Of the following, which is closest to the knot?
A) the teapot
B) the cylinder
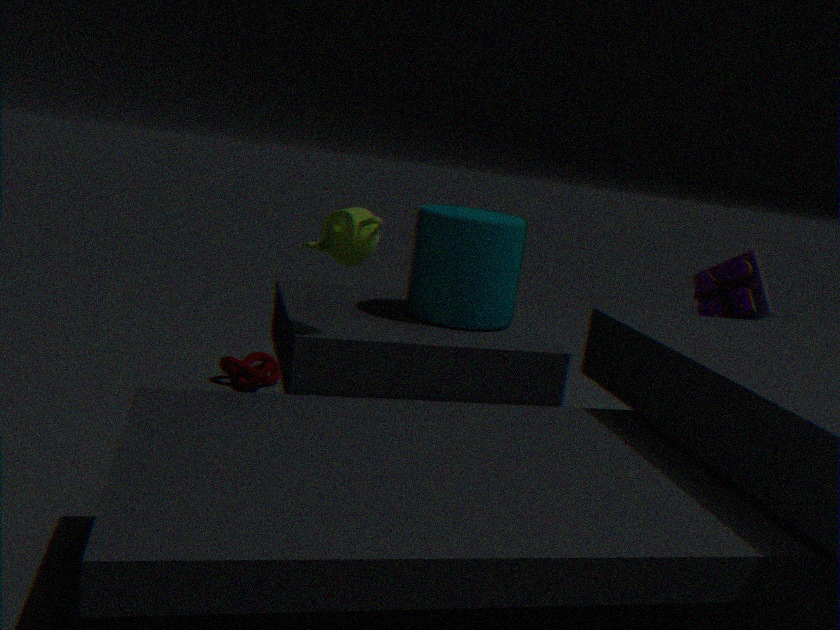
the cylinder
